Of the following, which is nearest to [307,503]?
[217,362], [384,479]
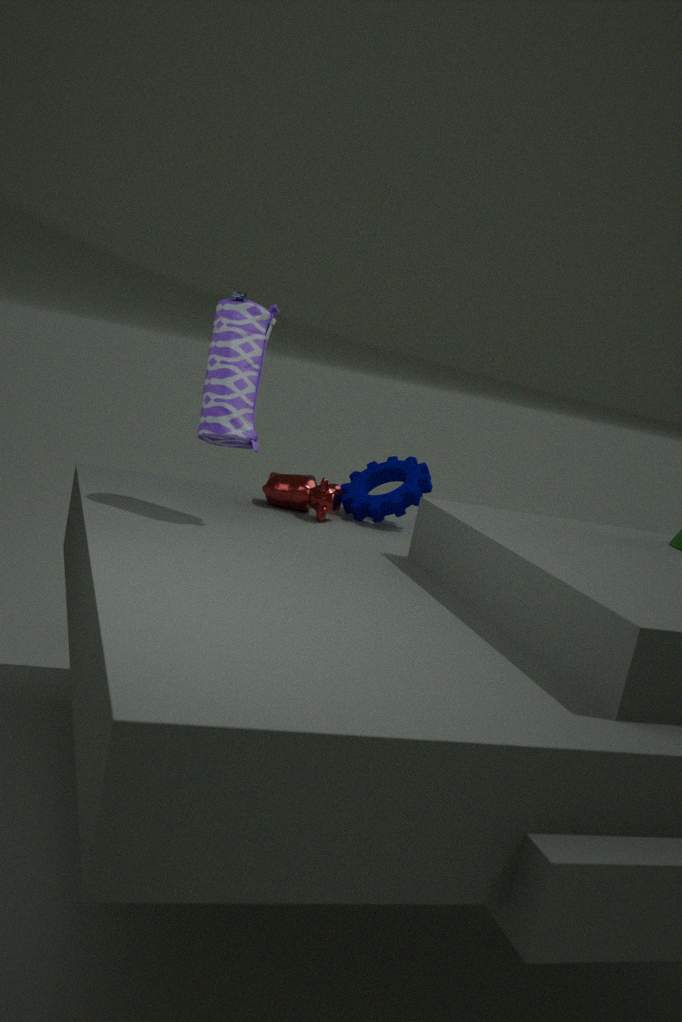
[384,479]
